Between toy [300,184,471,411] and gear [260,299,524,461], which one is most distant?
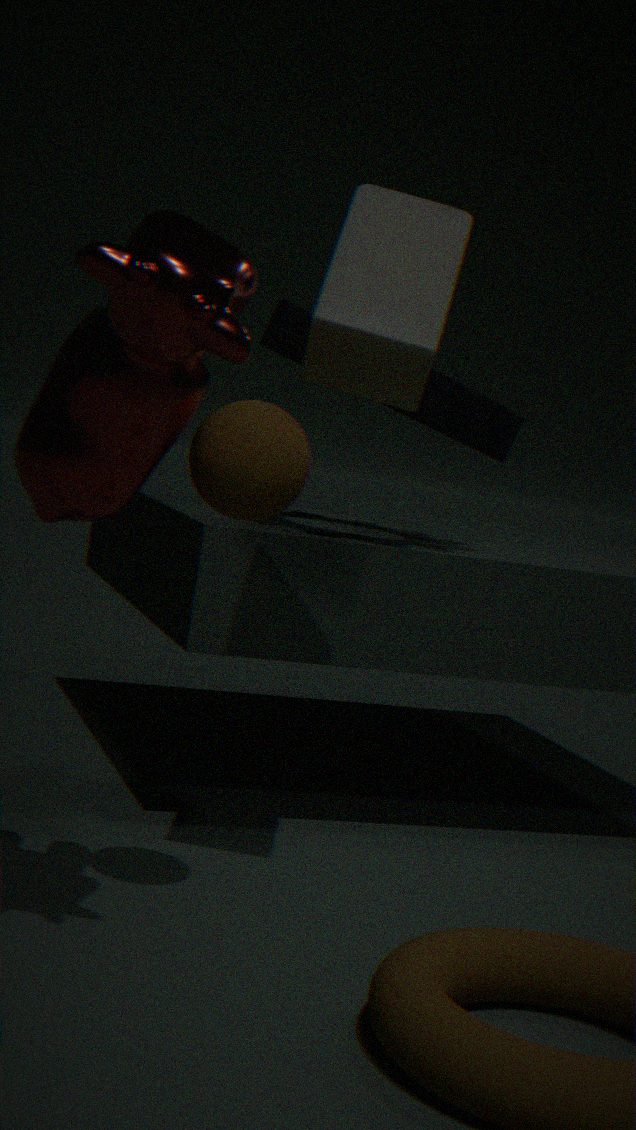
gear [260,299,524,461]
